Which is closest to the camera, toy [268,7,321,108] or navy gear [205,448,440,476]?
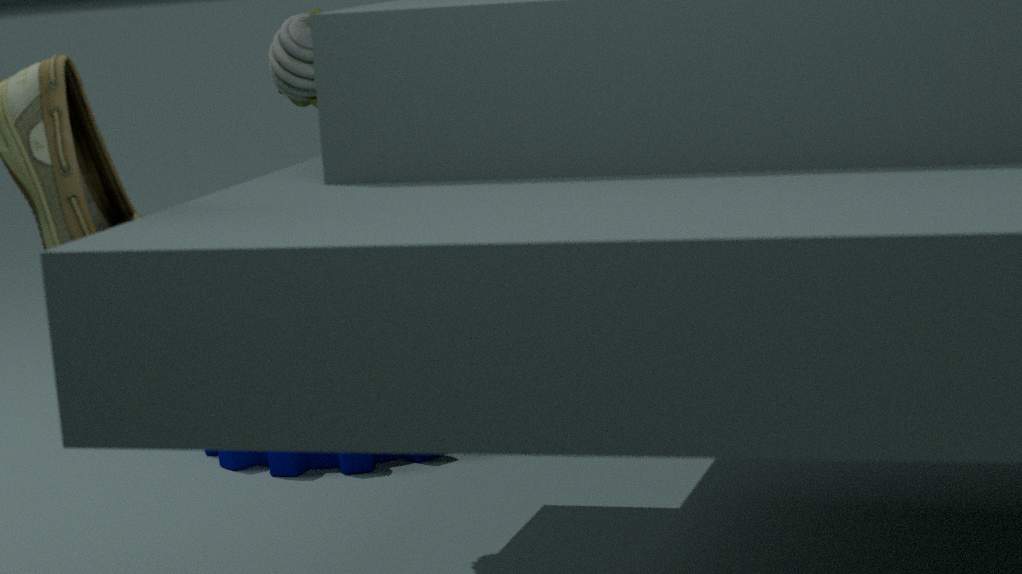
toy [268,7,321,108]
